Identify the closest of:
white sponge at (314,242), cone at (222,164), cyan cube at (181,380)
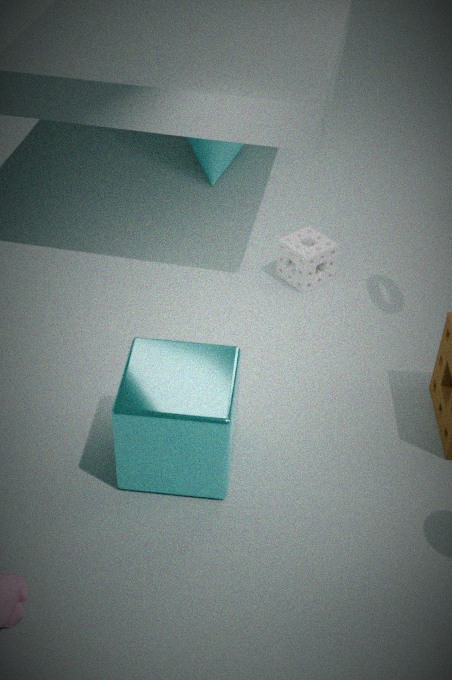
cyan cube at (181,380)
